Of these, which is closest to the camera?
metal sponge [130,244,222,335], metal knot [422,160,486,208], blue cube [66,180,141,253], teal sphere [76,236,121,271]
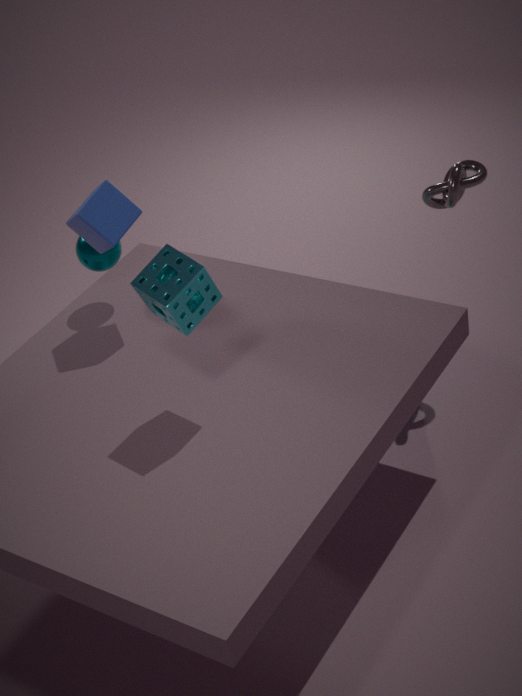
metal sponge [130,244,222,335]
